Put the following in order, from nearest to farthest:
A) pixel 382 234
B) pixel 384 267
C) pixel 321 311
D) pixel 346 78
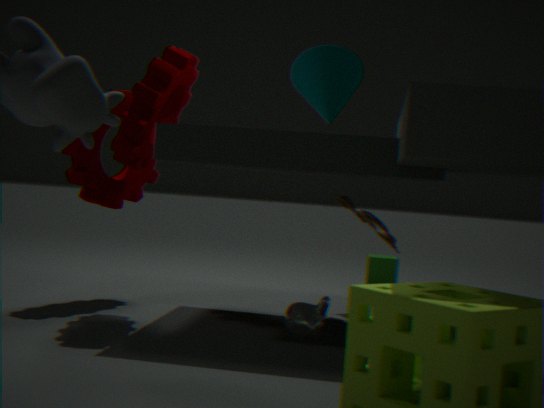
D. pixel 346 78, C. pixel 321 311, A. pixel 382 234, B. pixel 384 267
